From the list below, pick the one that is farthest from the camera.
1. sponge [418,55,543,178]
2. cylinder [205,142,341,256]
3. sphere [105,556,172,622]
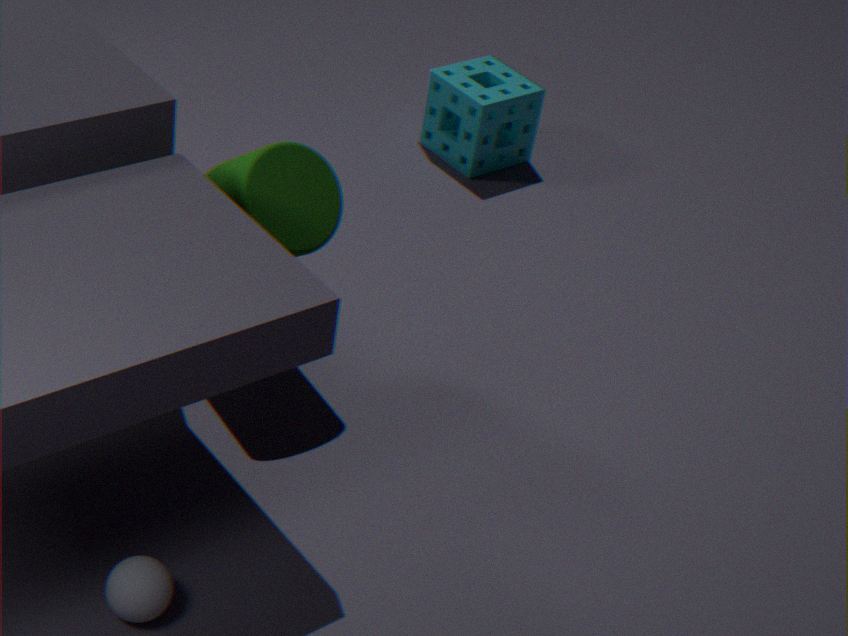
sponge [418,55,543,178]
